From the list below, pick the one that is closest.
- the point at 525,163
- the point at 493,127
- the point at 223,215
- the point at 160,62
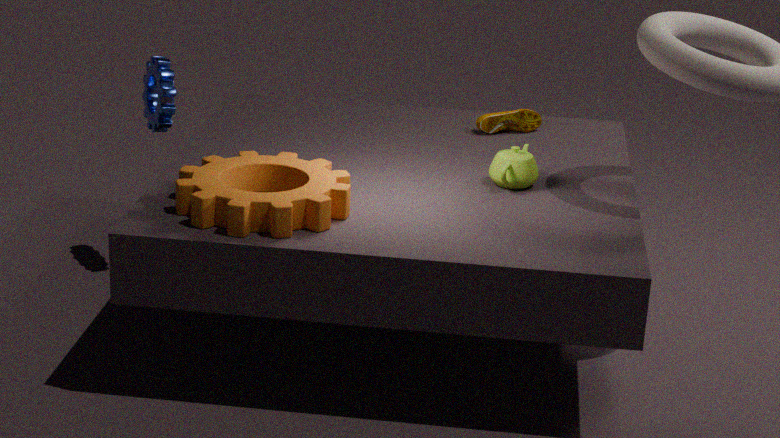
the point at 223,215
